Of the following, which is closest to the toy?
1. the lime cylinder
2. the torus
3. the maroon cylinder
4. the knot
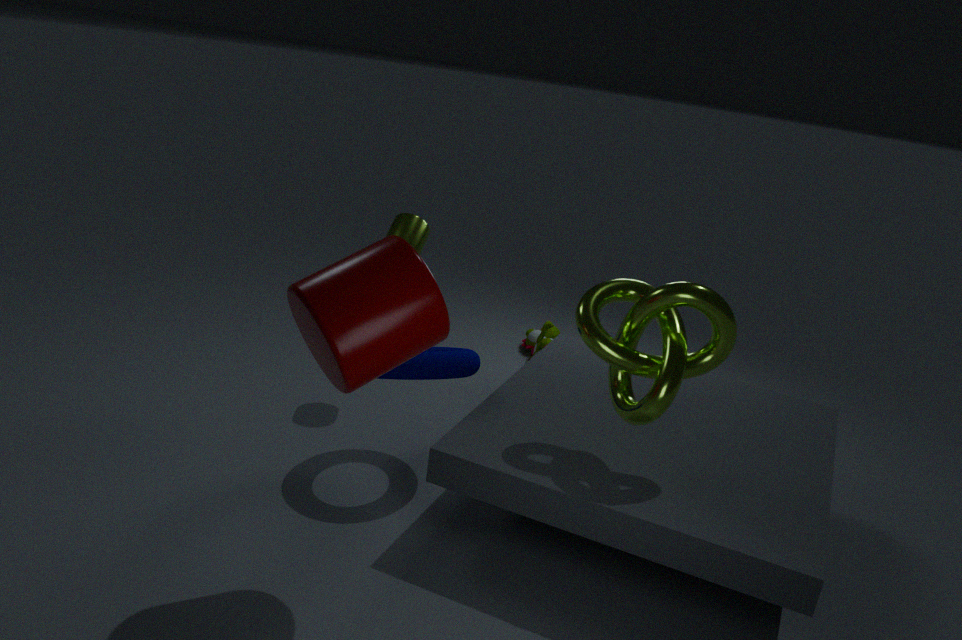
the lime cylinder
